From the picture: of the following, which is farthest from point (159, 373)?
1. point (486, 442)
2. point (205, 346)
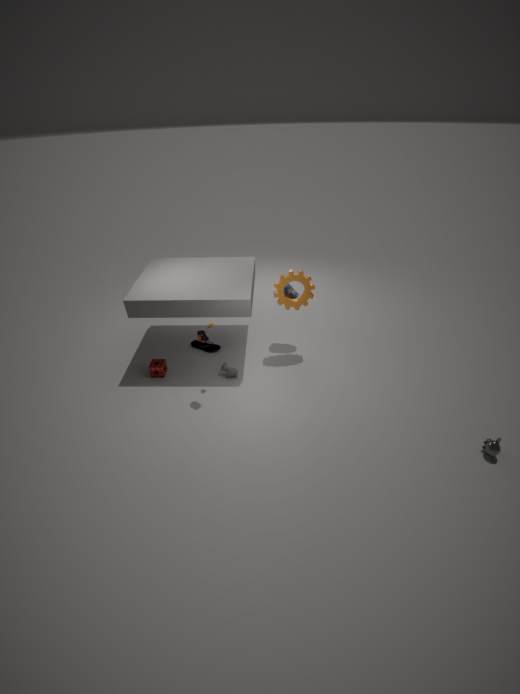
point (486, 442)
